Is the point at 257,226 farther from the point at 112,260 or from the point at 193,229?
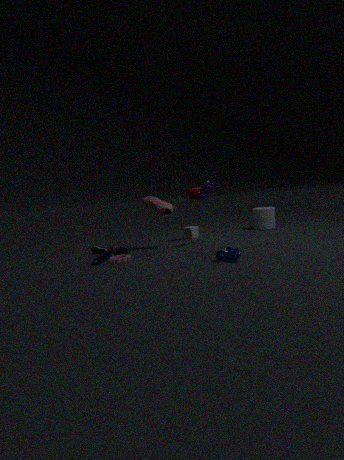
the point at 112,260
